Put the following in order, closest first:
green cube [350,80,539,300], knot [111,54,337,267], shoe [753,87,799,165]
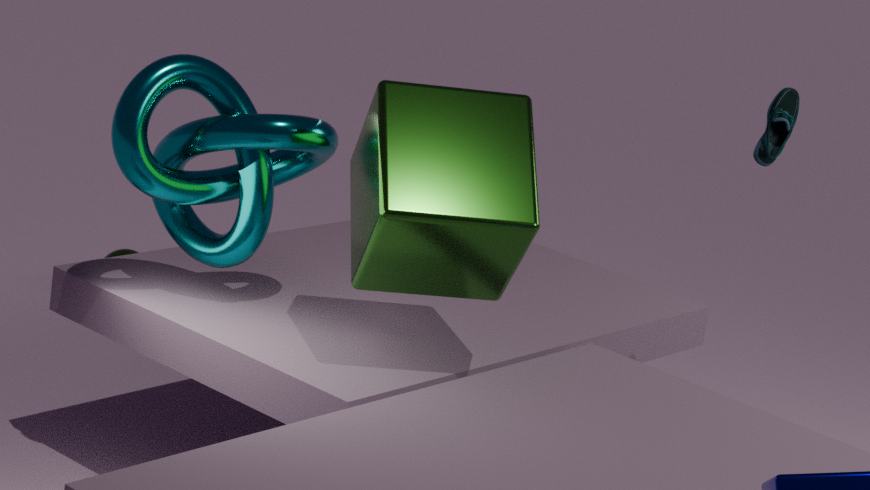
green cube [350,80,539,300], knot [111,54,337,267], shoe [753,87,799,165]
